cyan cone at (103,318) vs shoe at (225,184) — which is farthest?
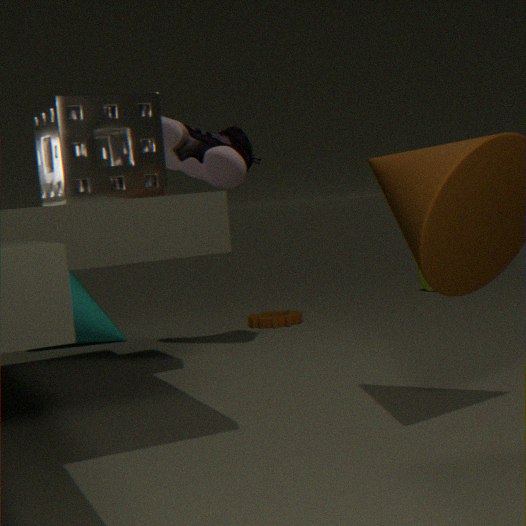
cyan cone at (103,318)
